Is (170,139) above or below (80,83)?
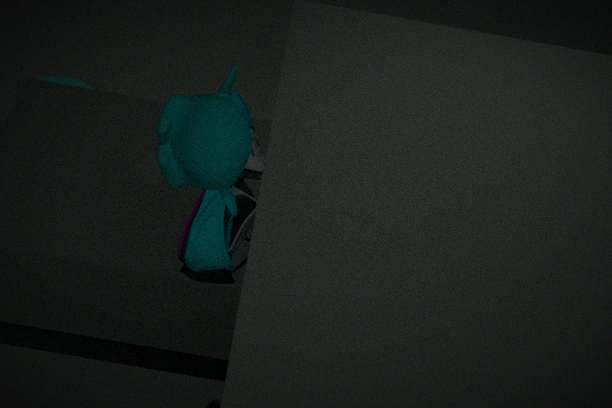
above
